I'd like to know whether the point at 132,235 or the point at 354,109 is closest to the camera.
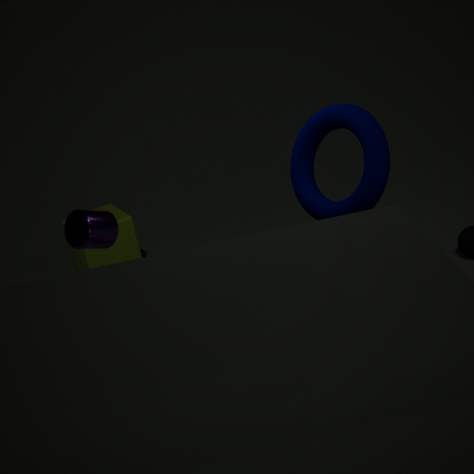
the point at 354,109
